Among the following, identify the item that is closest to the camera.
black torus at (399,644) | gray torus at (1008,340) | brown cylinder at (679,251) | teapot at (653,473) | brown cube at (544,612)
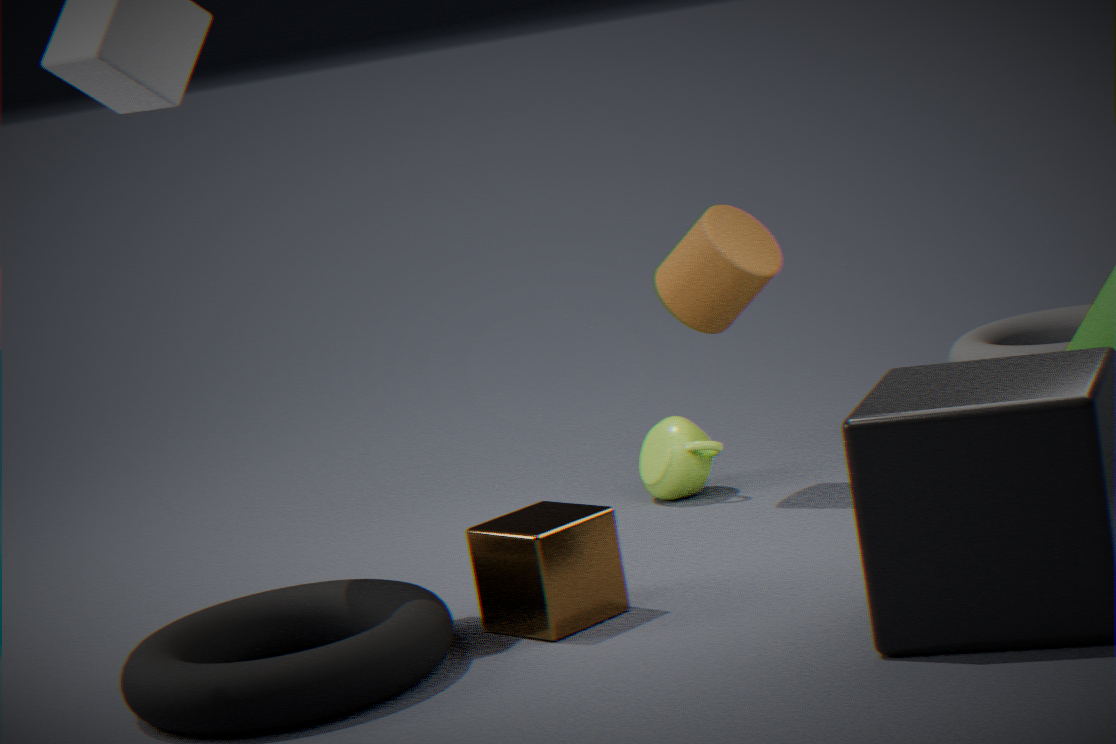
black torus at (399,644)
